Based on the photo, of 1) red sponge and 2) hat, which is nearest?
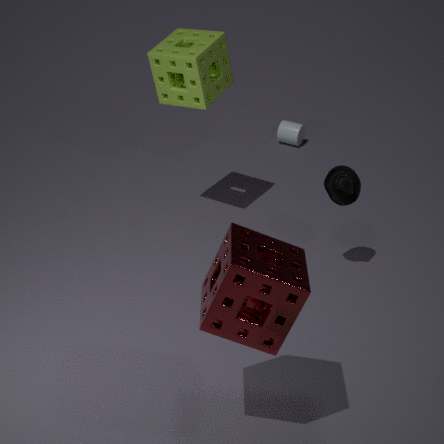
1. red sponge
